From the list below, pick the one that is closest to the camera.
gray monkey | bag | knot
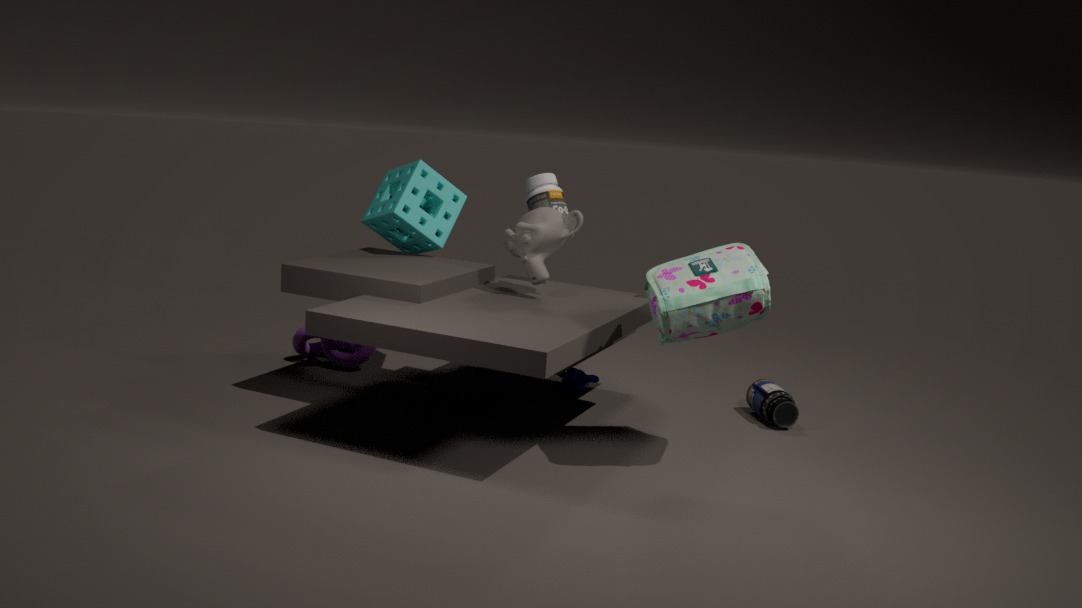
bag
